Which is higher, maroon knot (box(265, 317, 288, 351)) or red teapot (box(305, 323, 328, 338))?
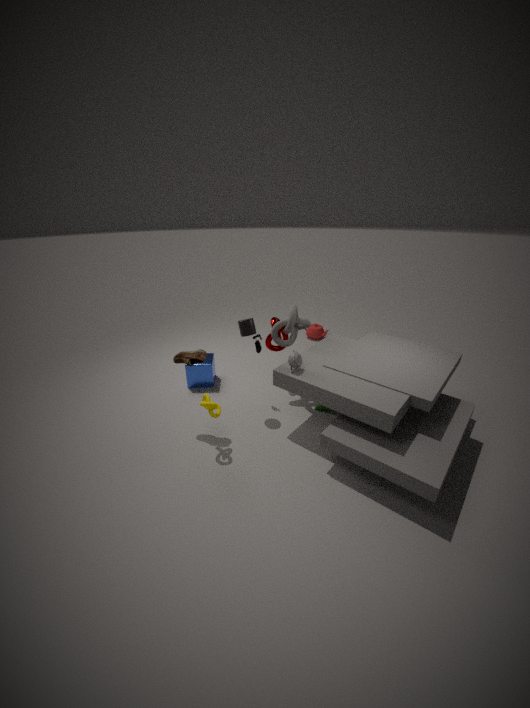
maroon knot (box(265, 317, 288, 351))
